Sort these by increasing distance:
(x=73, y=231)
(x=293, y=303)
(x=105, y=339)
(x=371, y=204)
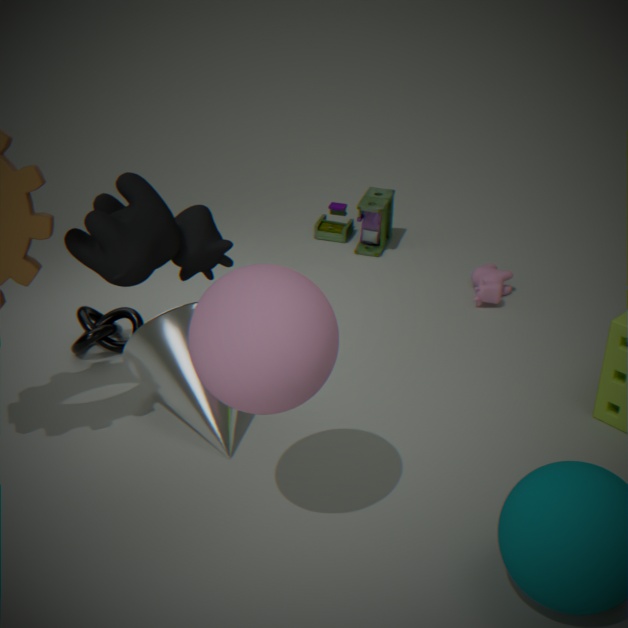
(x=293, y=303) < (x=73, y=231) < (x=105, y=339) < (x=371, y=204)
